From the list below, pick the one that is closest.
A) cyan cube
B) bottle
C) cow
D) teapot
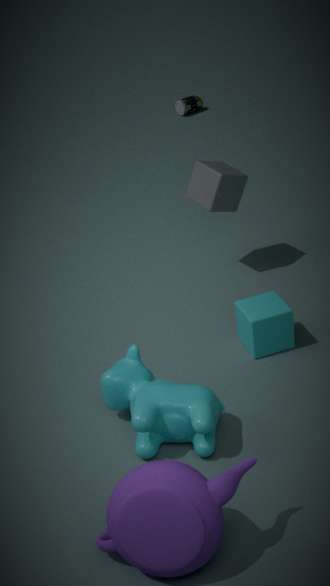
teapot
